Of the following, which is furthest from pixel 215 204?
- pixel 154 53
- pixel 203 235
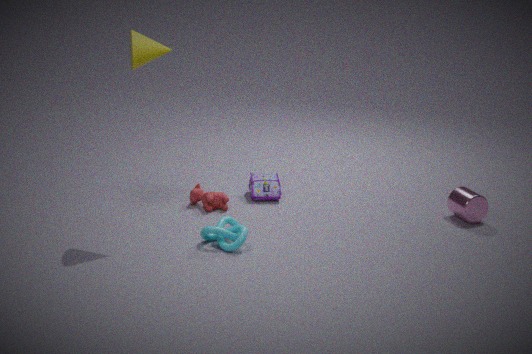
pixel 154 53
